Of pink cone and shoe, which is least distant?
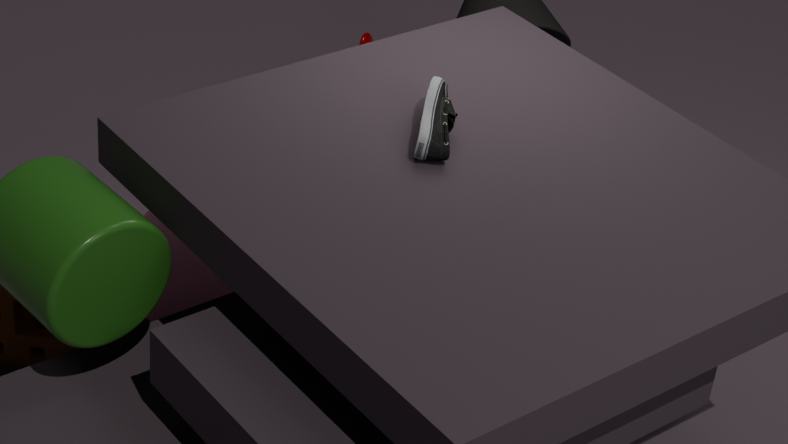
shoe
